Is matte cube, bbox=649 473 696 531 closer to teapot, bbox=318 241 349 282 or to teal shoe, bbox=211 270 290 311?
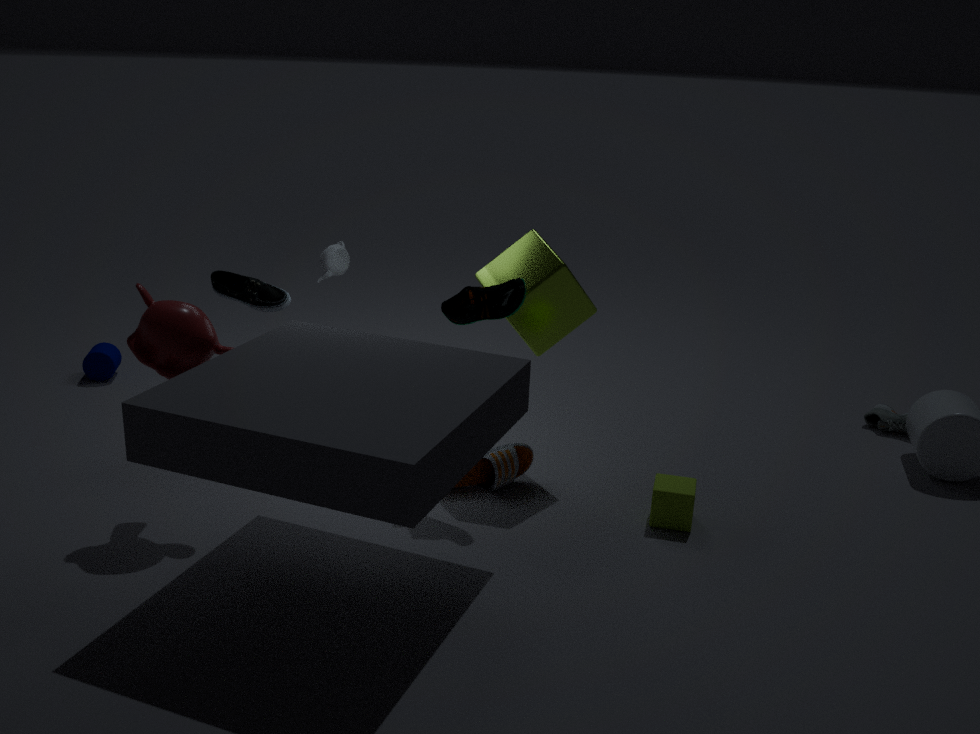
teal shoe, bbox=211 270 290 311
